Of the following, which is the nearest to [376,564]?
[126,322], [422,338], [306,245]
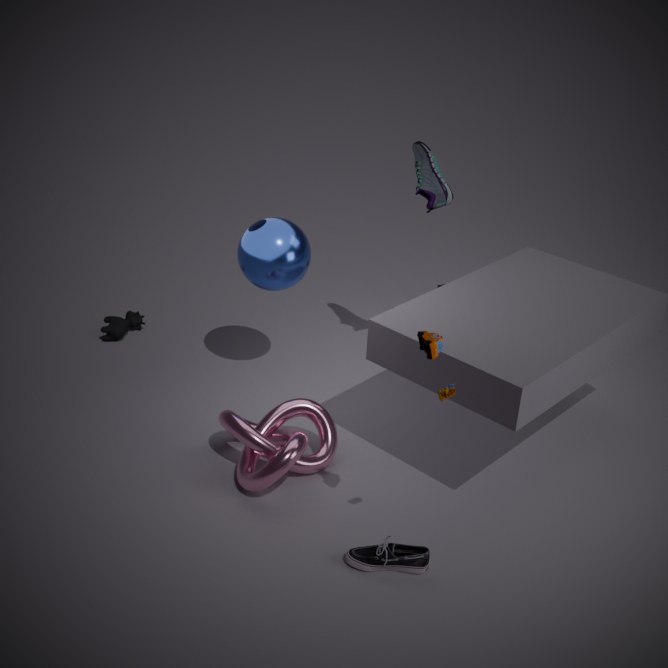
[422,338]
